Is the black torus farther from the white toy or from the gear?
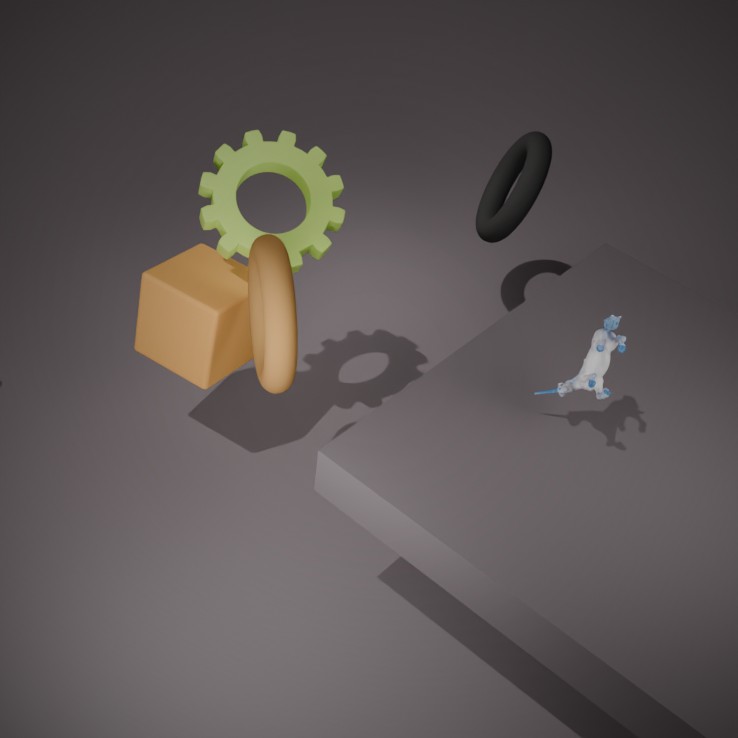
the white toy
